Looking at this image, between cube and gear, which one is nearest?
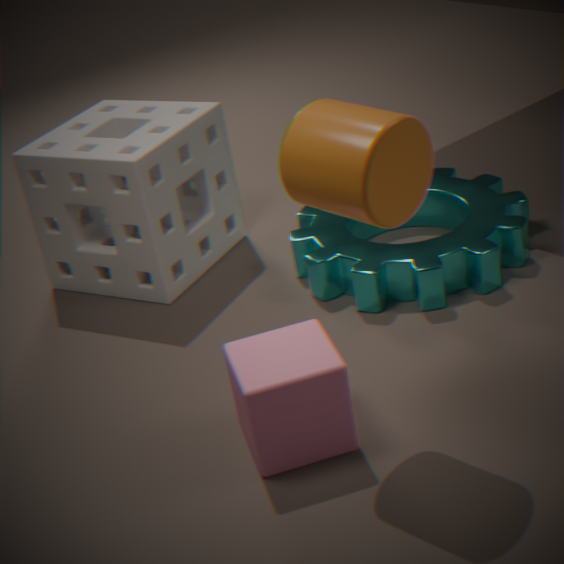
cube
